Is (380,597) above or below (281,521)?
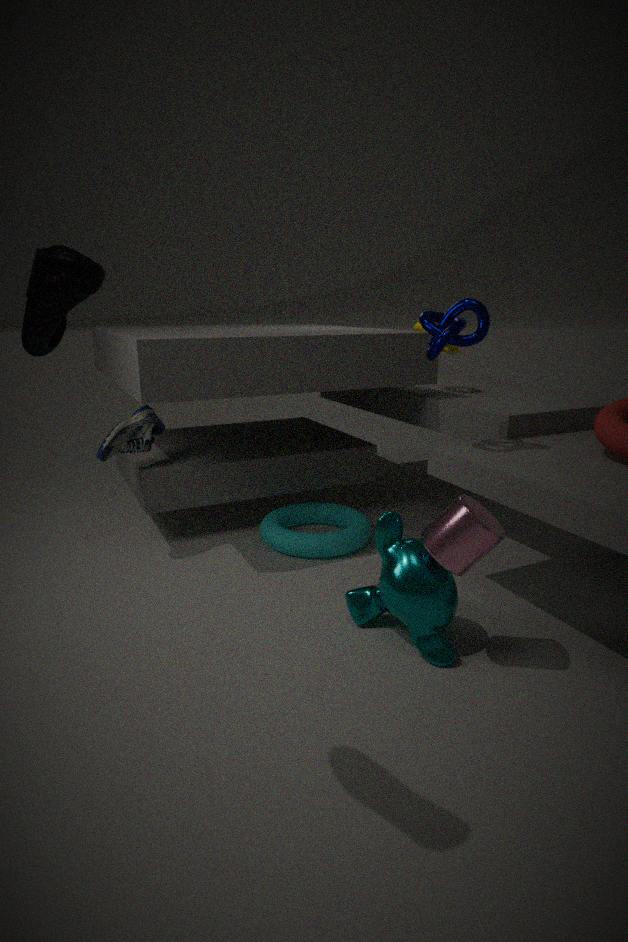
above
